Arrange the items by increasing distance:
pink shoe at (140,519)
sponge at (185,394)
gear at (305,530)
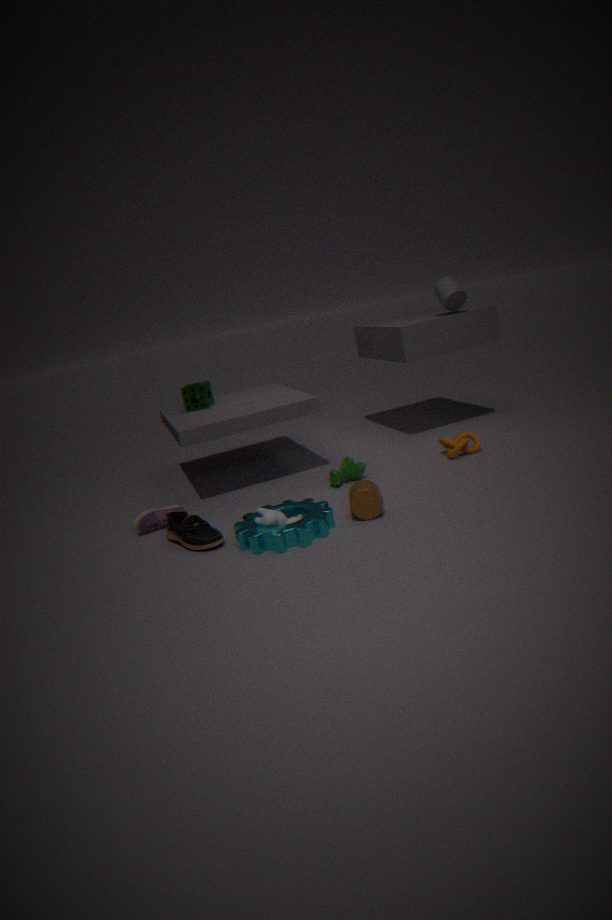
1. gear at (305,530)
2. pink shoe at (140,519)
3. sponge at (185,394)
